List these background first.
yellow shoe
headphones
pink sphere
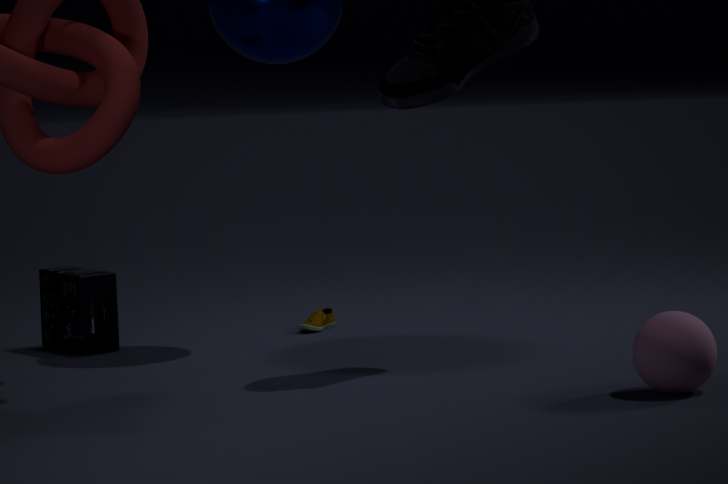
yellow shoe, headphones, pink sphere
